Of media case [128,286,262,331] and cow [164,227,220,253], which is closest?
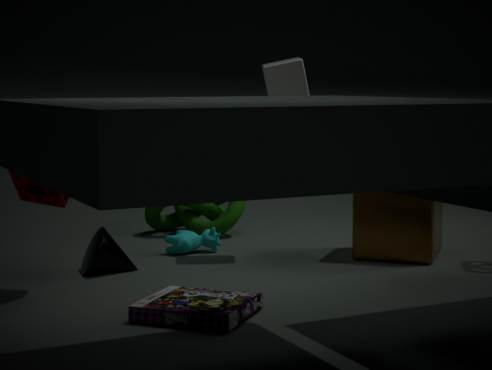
media case [128,286,262,331]
